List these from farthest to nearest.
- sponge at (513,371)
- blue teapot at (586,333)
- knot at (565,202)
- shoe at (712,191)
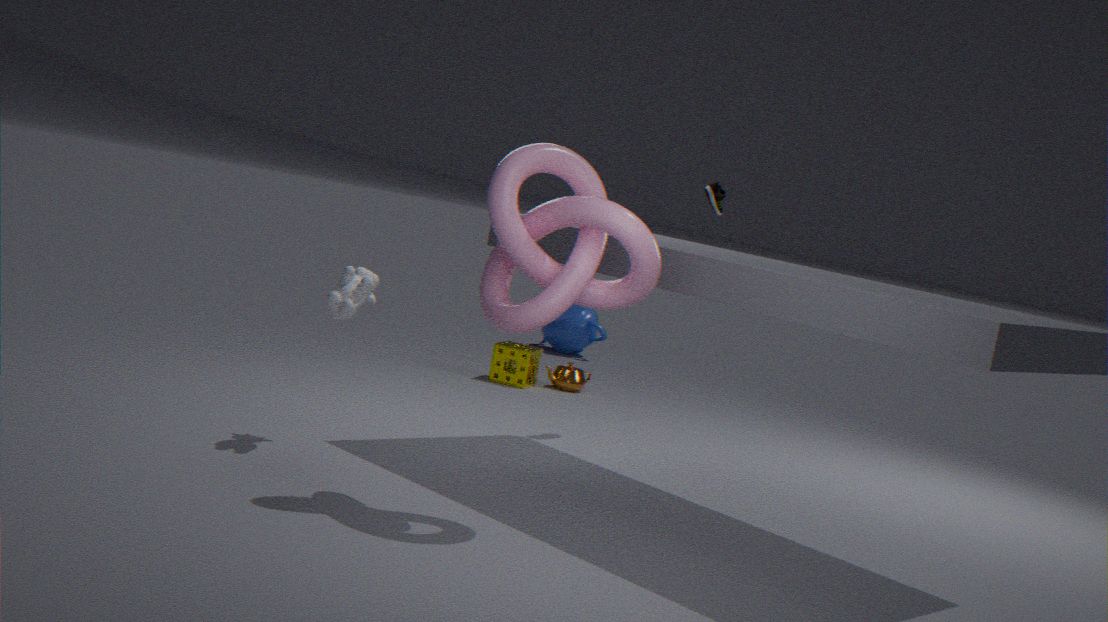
blue teapot at (586,333), sponge at (513,371), shoe at (712,191), knot at (565,202)
